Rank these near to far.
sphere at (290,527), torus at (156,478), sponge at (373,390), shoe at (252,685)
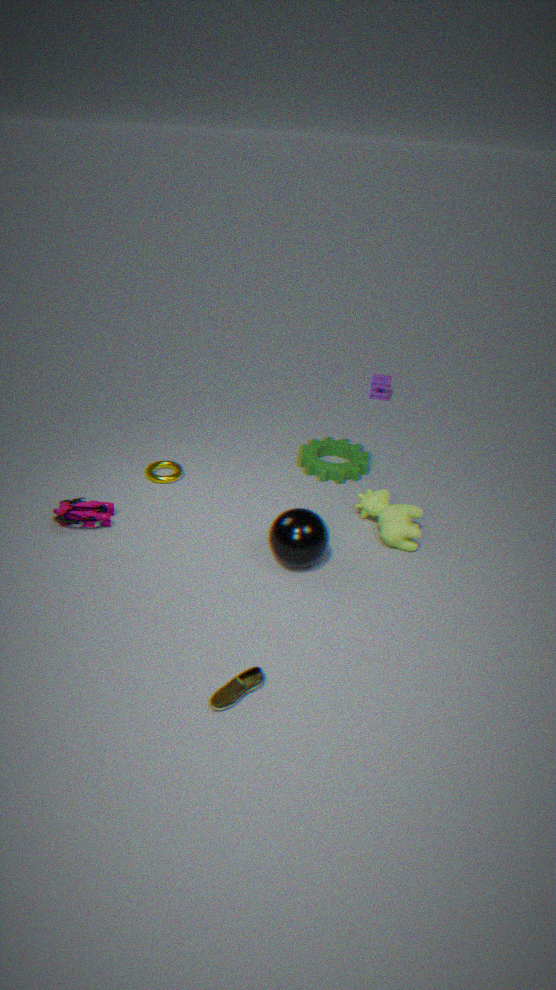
shoe at (252,685) < sphere at (290,527) < torus at (156,478) < sponge at (373,390)
